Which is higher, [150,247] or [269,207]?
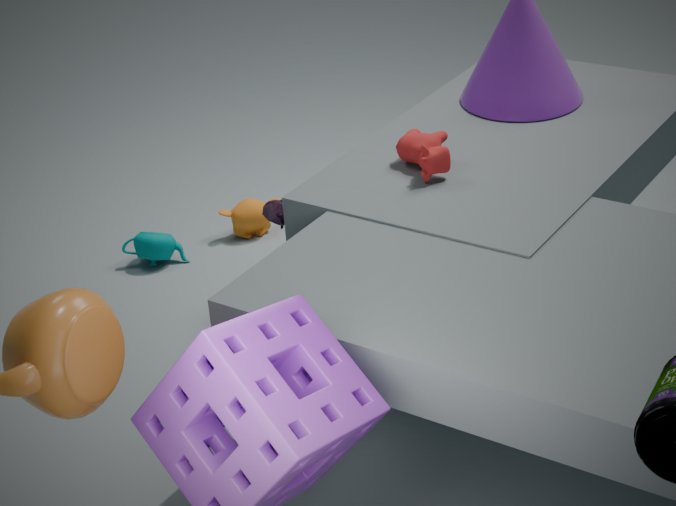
[269,207]
